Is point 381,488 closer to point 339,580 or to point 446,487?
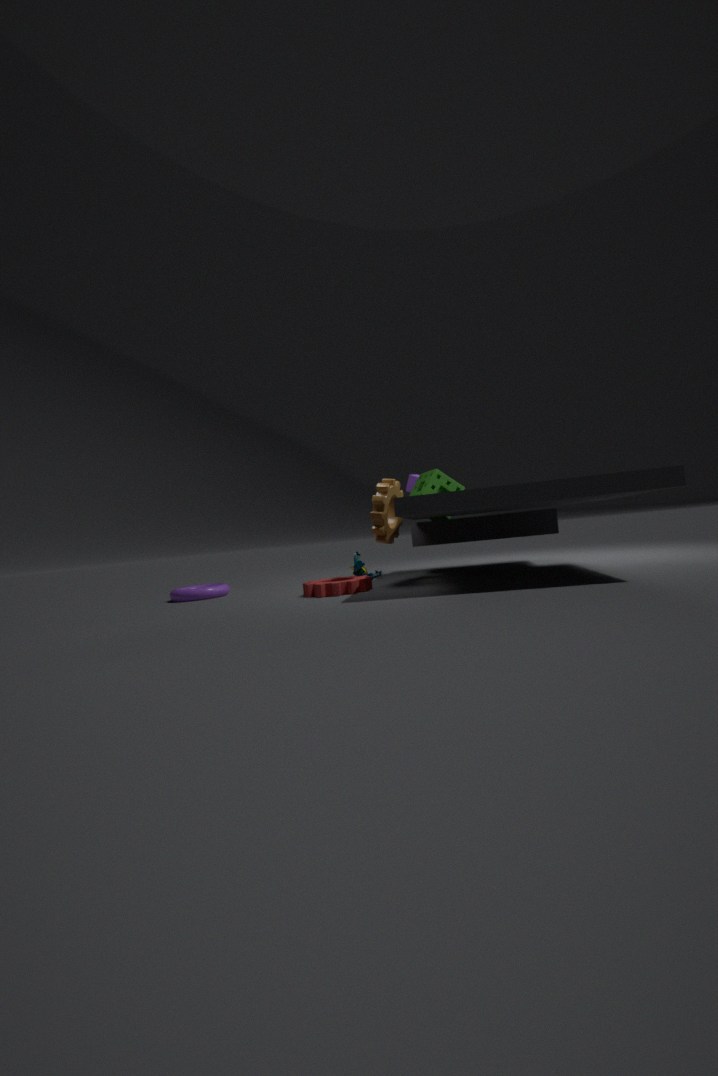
point 339,580
